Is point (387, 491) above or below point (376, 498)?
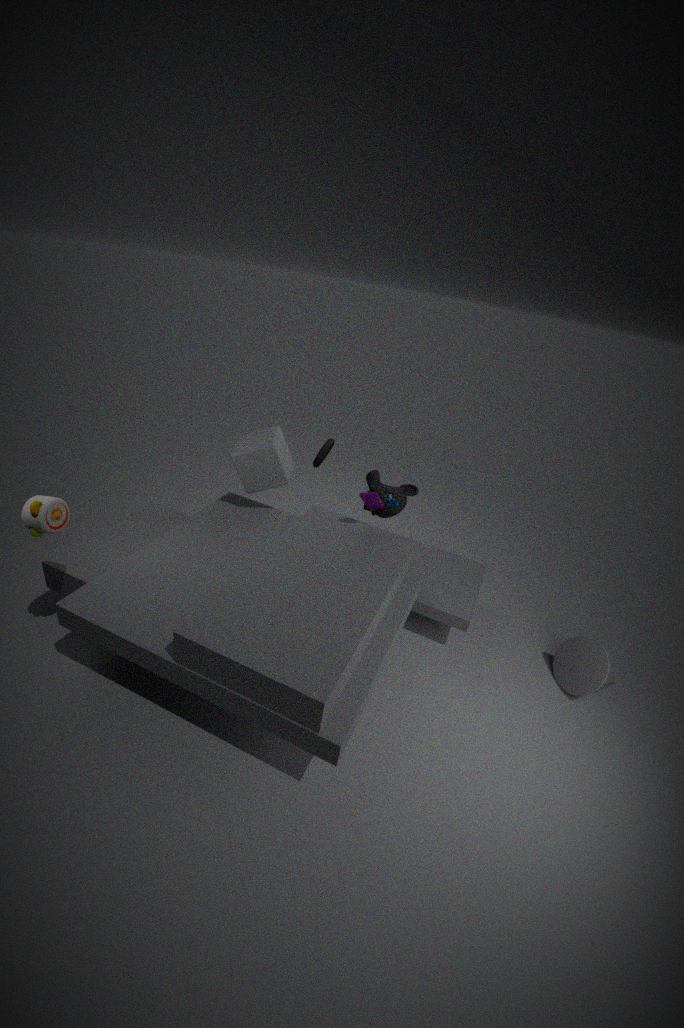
below
